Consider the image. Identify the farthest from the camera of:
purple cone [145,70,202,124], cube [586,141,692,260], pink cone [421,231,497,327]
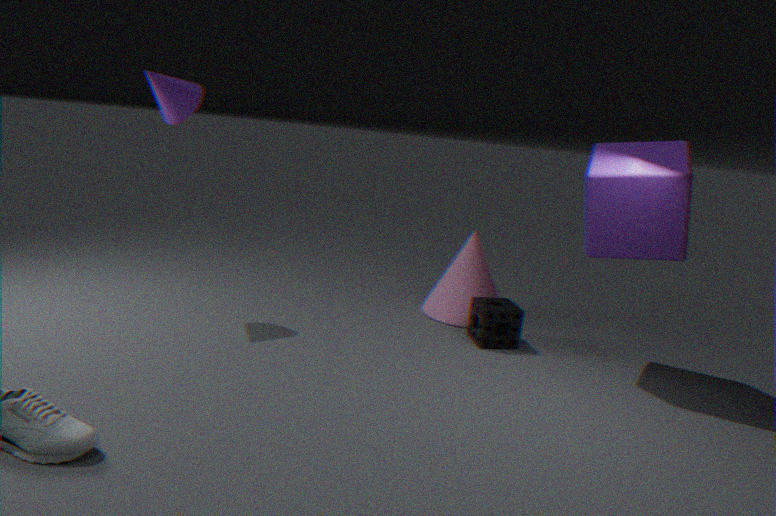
pink cone [421,231,497,327]
